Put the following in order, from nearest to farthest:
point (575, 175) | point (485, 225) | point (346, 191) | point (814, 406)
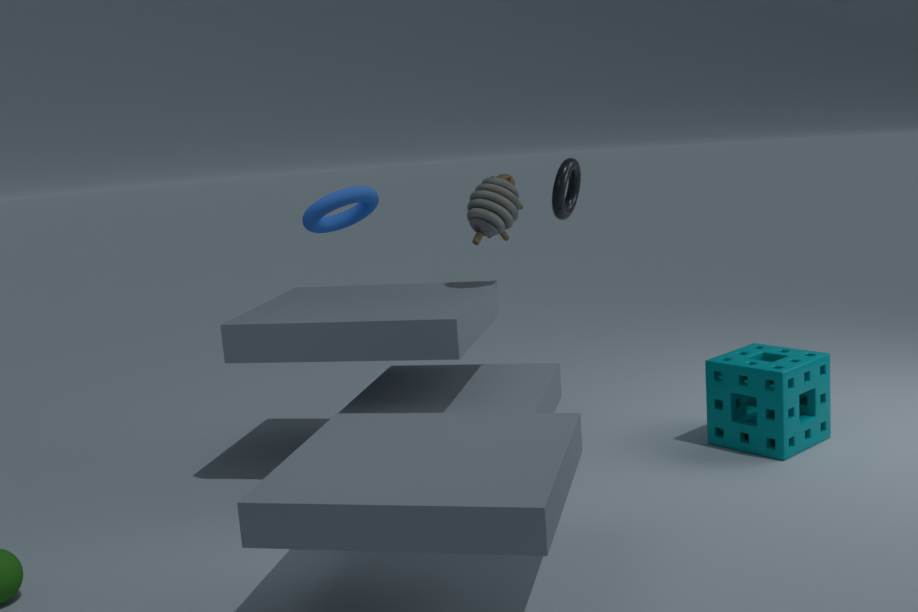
point (346, 191) < point (814, 406) < point (485, 225) < point (575, 175)
